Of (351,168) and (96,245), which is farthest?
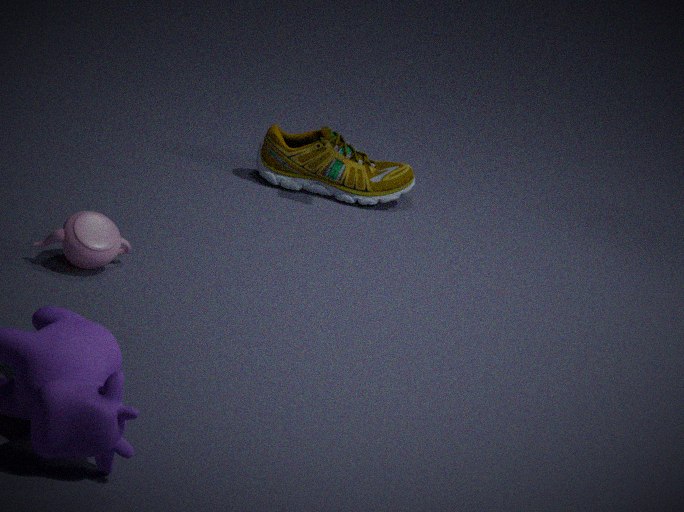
(351,168)
